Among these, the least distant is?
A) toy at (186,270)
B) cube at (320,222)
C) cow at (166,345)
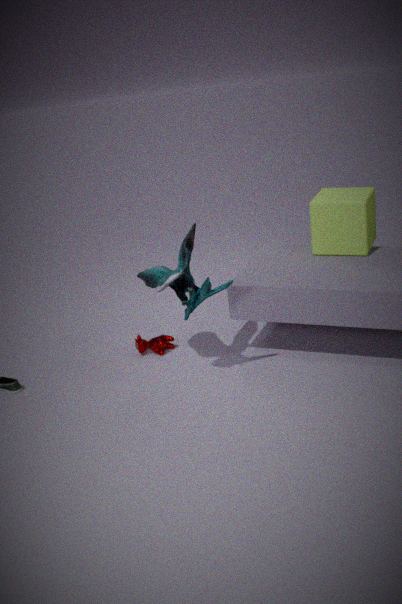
toy at (186,270)
